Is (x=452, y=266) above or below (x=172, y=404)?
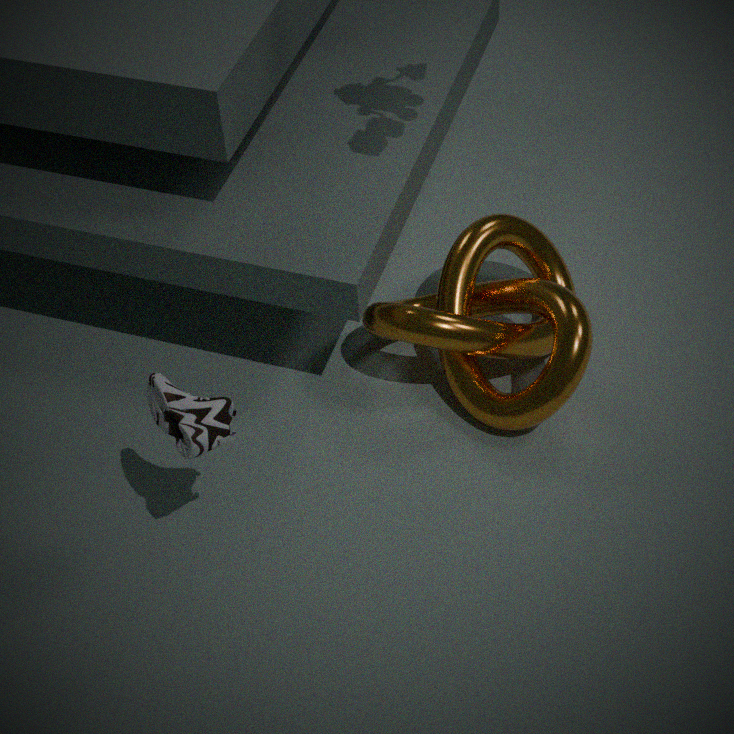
below
